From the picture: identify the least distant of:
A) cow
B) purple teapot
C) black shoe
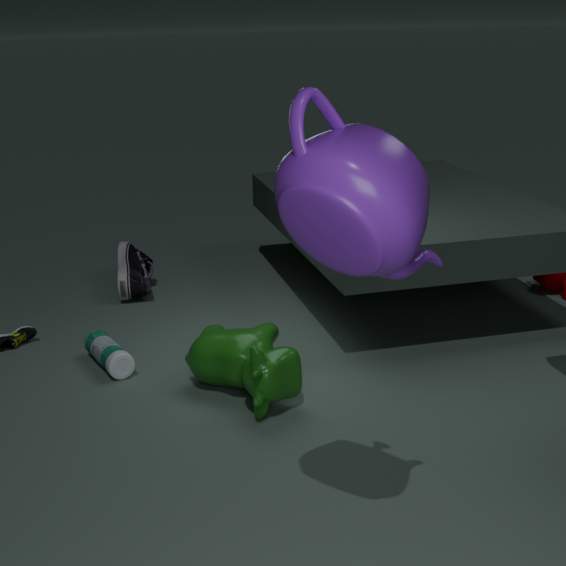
purple teapot
